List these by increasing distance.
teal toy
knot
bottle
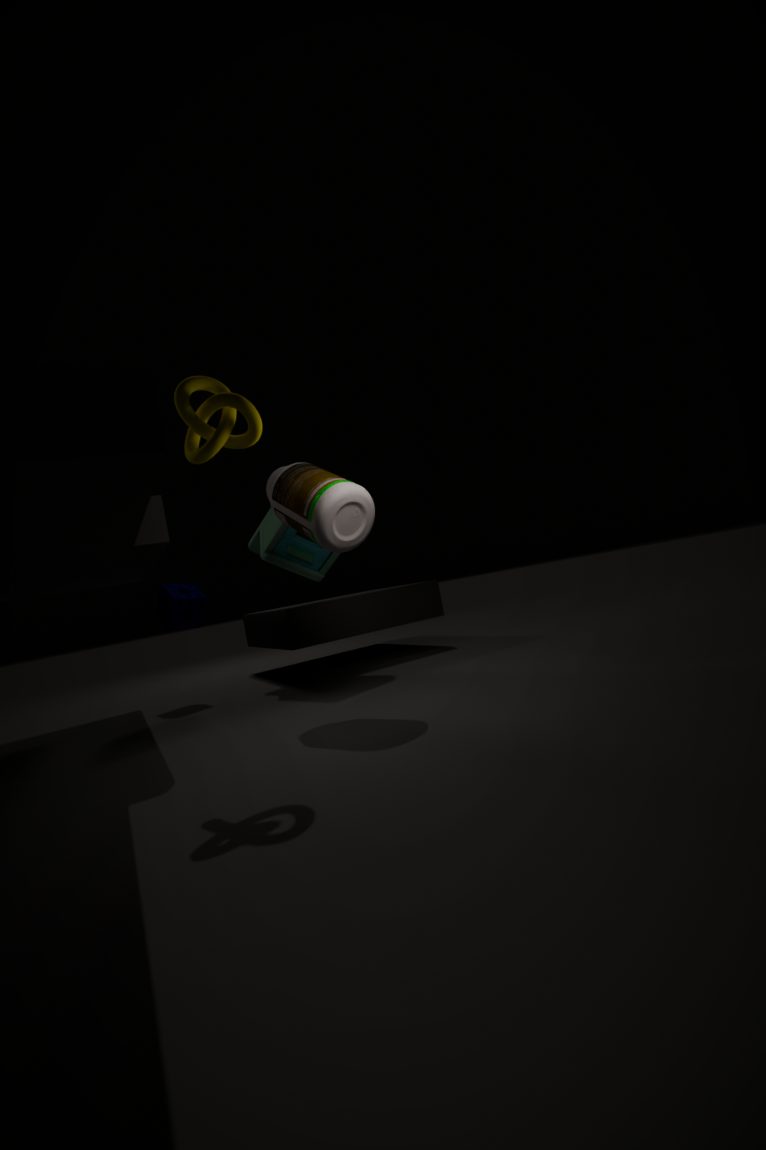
1. knot
2. bottle
3. teal toy
